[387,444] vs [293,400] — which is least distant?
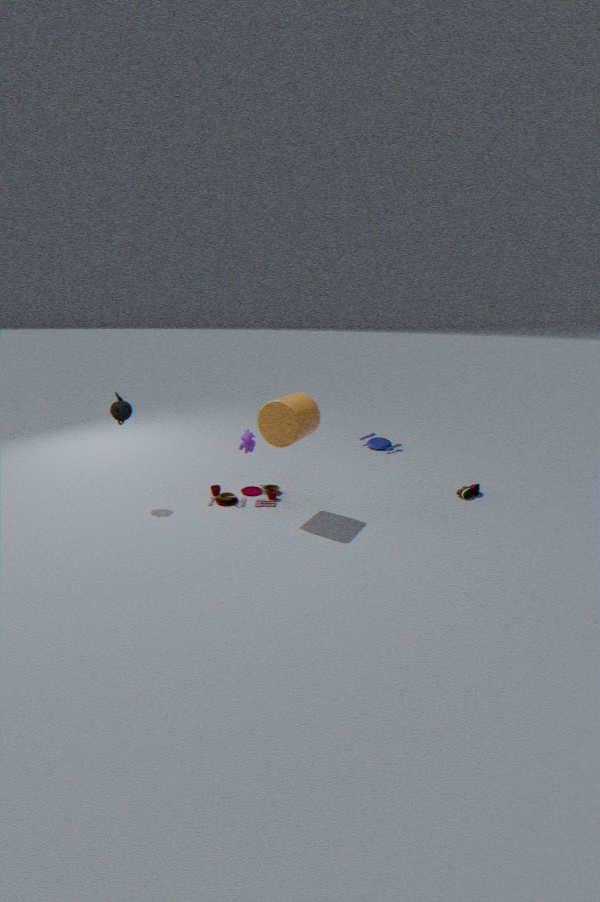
[293,400]
